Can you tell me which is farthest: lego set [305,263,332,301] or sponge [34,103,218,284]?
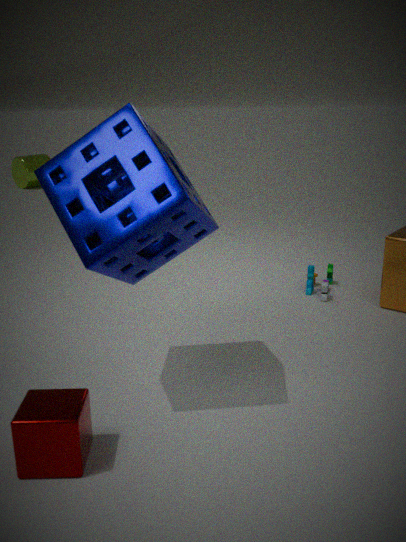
lego set [305,263,332,301]
